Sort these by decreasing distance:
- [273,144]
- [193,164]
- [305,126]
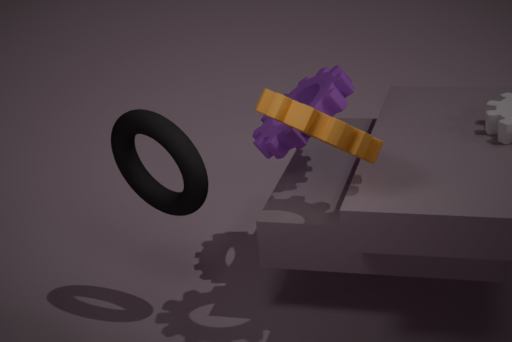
[273,144] → [193,164] → [305,126]
